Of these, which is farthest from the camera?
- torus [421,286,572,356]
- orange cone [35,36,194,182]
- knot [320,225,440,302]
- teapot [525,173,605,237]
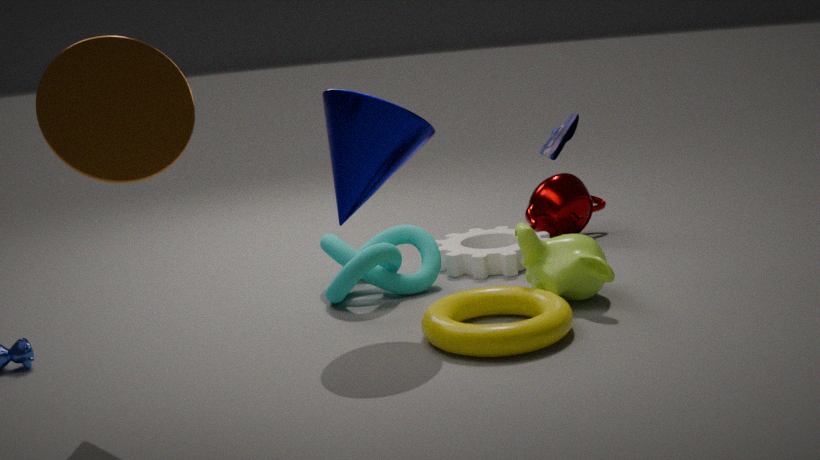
teapot [525,173,605,237]
